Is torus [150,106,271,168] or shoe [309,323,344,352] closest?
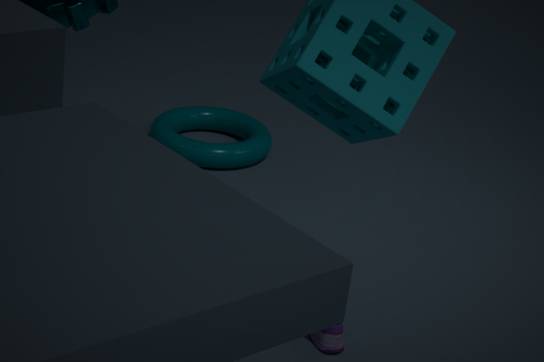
shoe [309,323,344,352]
